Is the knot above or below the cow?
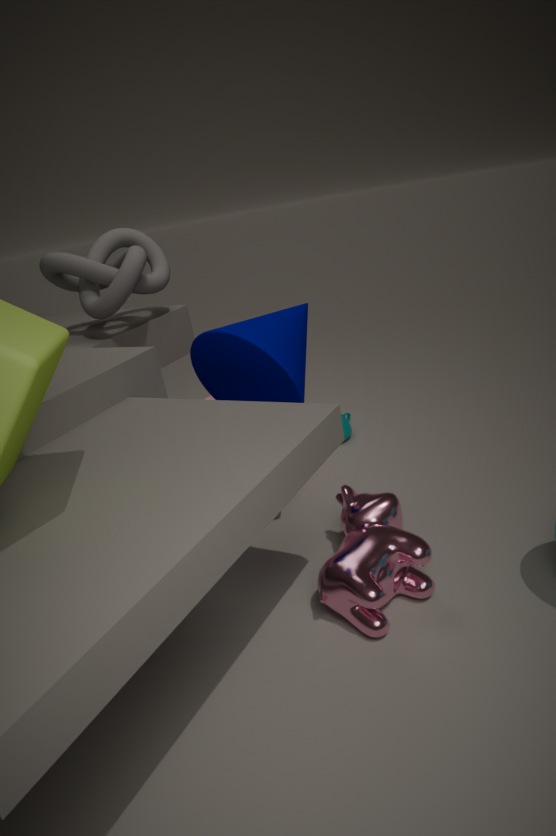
above
